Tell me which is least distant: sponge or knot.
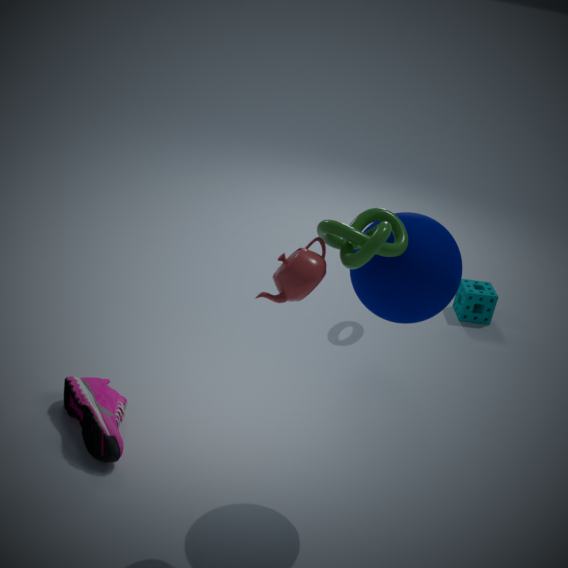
knot
